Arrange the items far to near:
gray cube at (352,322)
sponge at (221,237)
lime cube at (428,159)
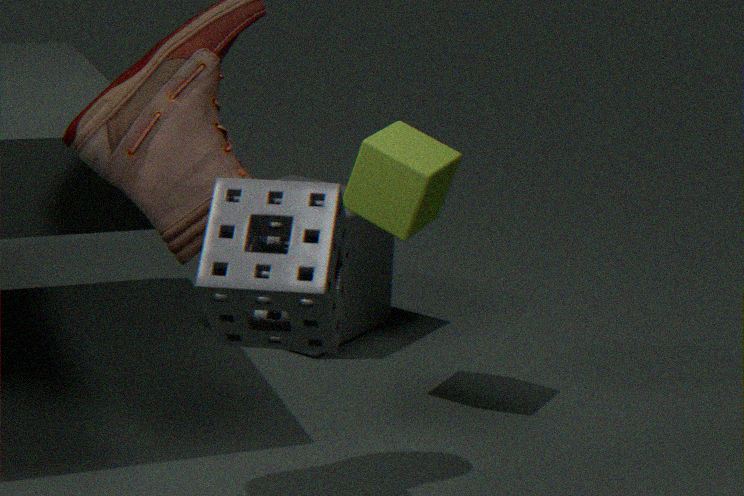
1. gray cube at (352,322)
2. lime cube at (428,159)
3. sponge at (221,237)
